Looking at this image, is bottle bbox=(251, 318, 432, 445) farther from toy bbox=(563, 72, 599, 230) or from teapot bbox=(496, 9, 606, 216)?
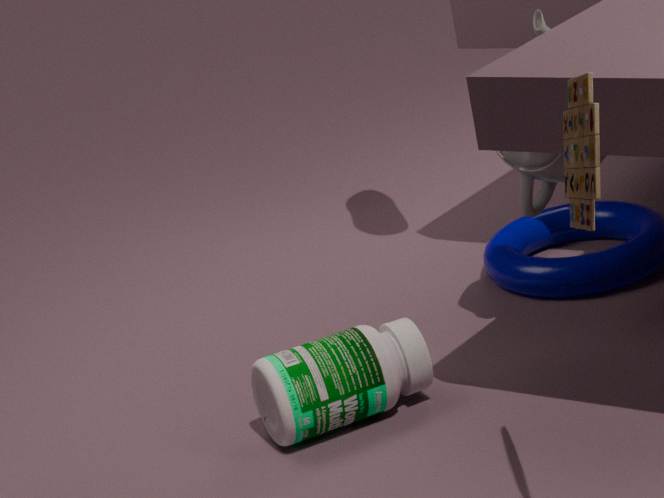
toy bbox=(563, 72, 599, 230)
